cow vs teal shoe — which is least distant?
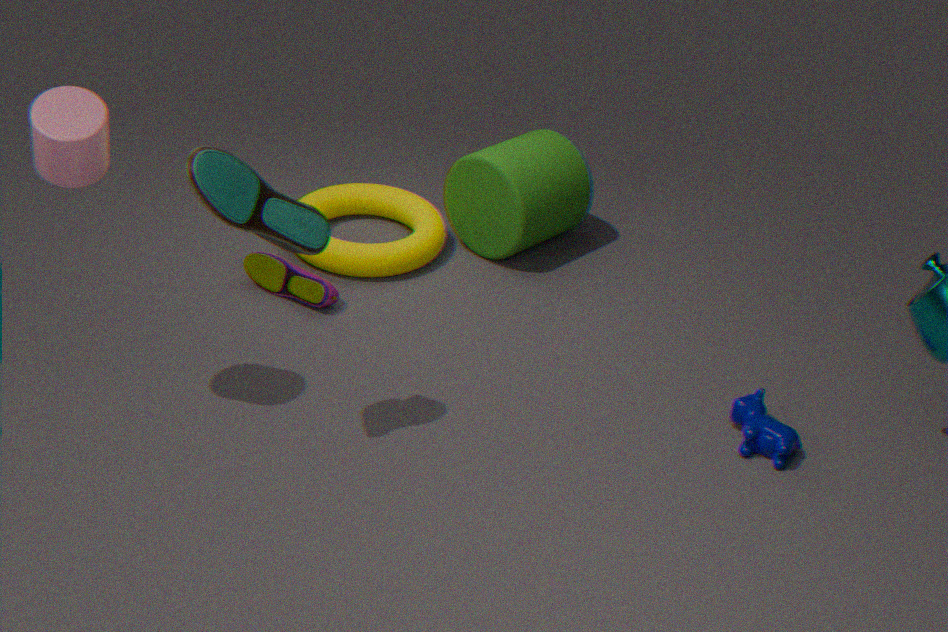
teal shoe
